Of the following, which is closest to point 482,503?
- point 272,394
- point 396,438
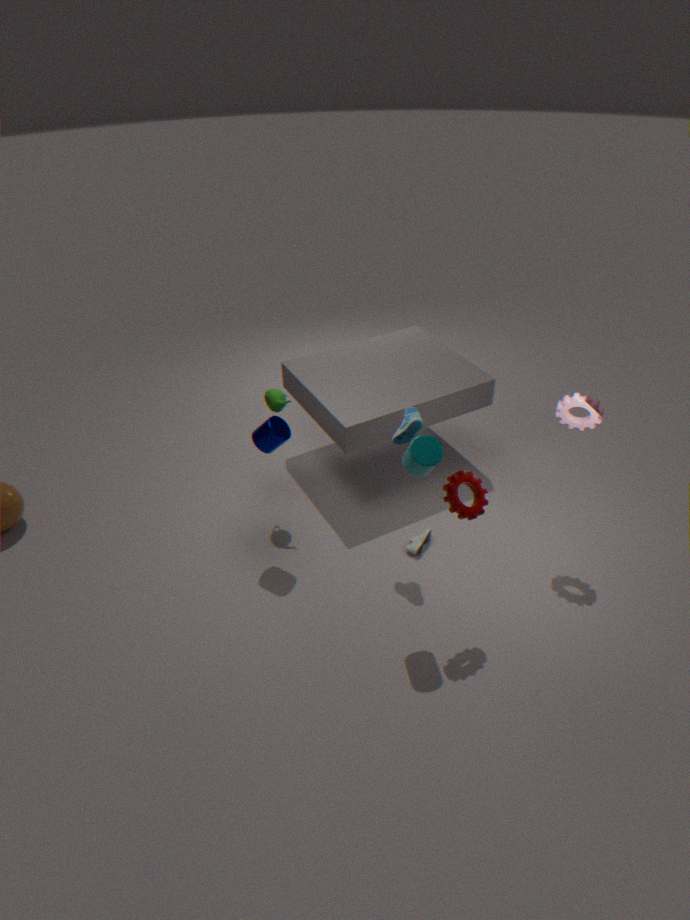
point 396,438
